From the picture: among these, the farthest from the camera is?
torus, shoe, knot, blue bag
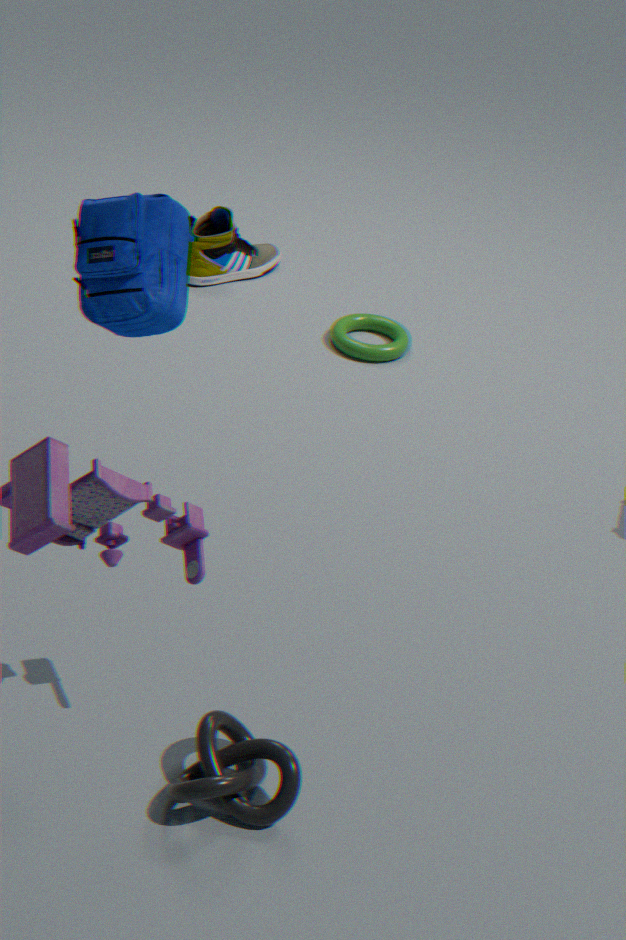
shoe
